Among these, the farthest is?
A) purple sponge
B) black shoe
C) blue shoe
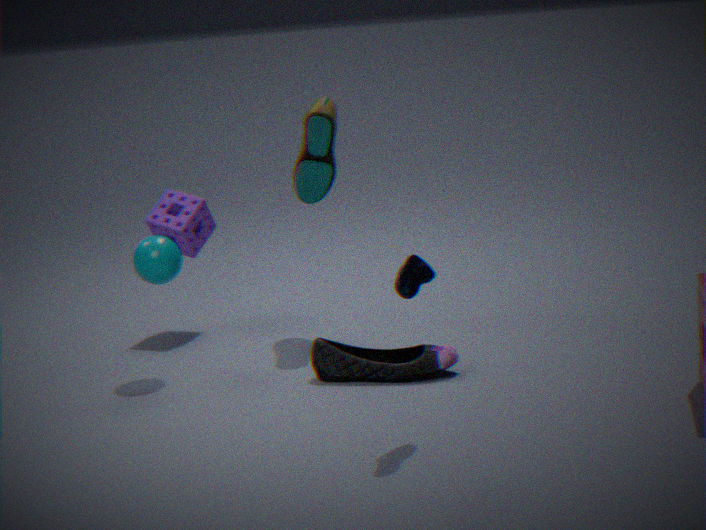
purple sponge
